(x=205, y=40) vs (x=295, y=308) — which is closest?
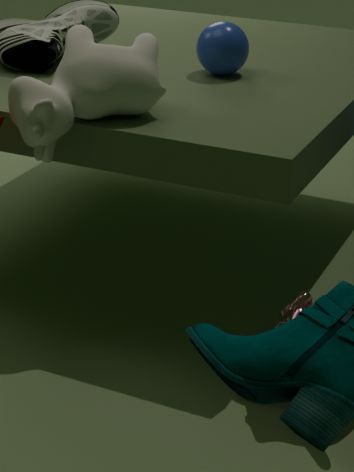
(x=295, y=308)
